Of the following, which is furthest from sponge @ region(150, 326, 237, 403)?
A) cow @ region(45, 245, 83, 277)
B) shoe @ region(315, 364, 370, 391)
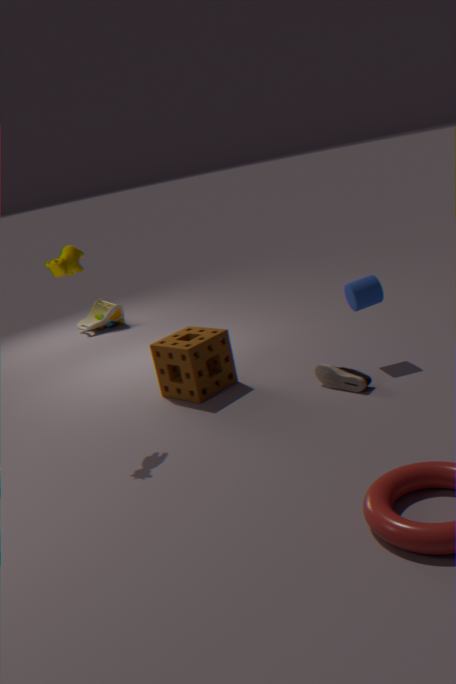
cow @ region(45, 245, 83, 277)
